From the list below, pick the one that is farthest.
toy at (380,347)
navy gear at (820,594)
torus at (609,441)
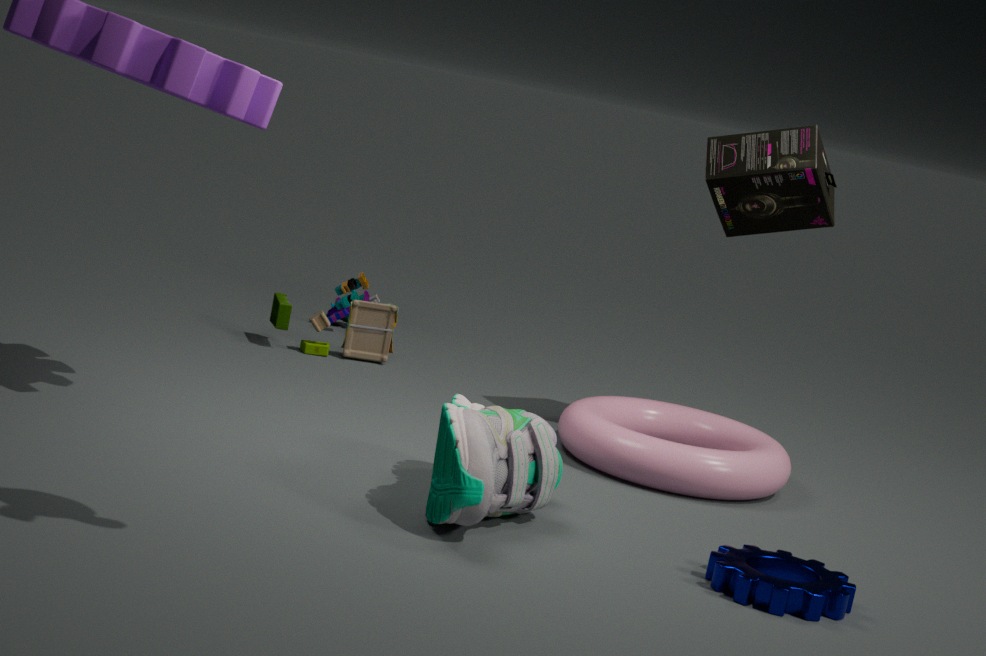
toy at (380,347)
